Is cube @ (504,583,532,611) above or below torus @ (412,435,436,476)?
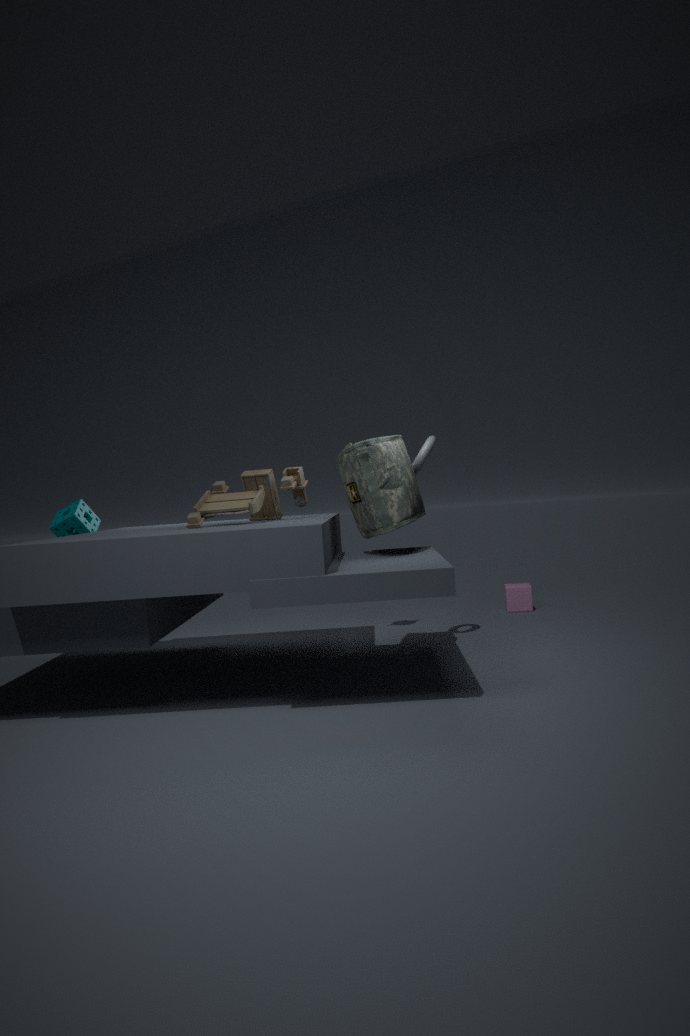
below
